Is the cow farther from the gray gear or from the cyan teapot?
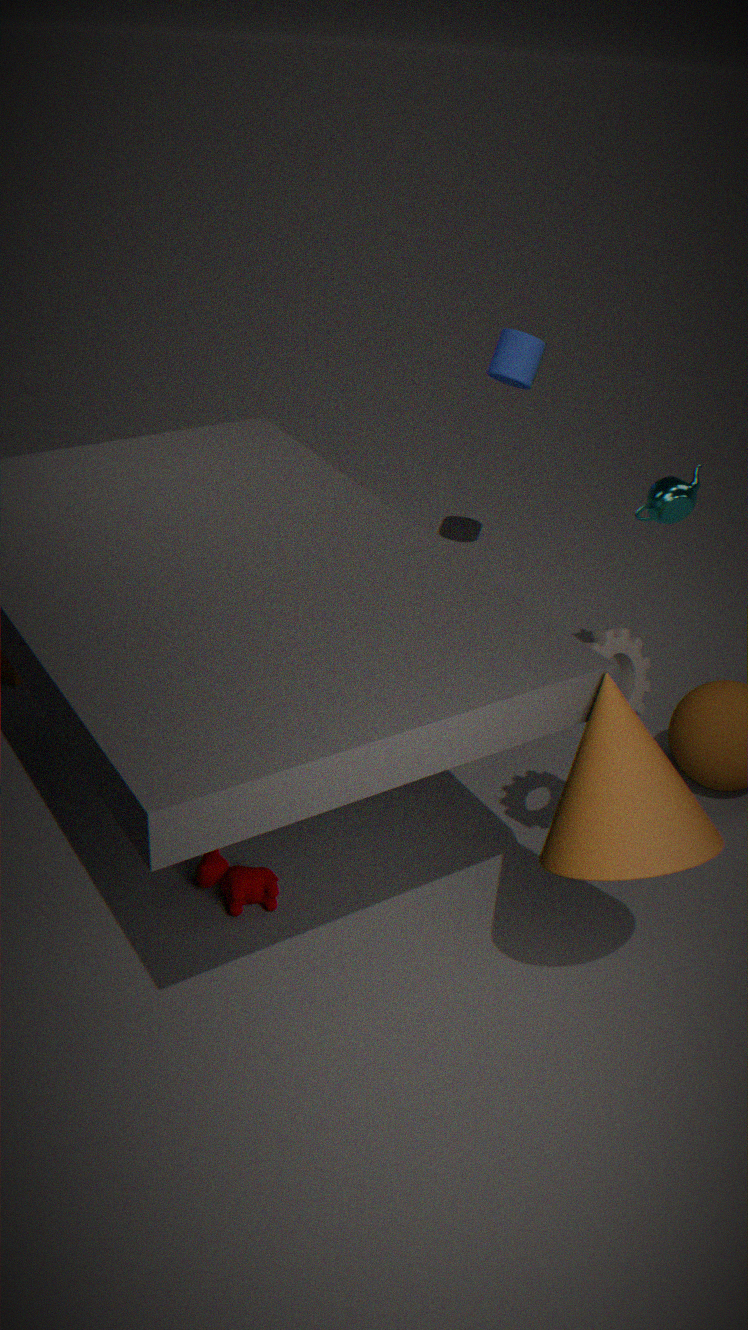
the cyan teapot
